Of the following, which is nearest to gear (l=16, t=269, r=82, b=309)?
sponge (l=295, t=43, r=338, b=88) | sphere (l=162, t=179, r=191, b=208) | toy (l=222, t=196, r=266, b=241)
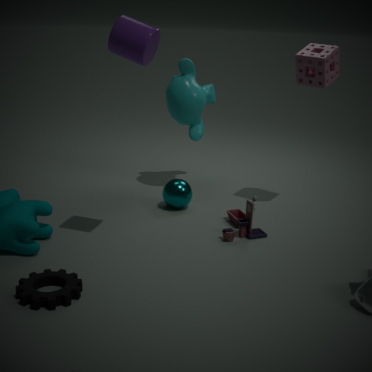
toy (l=222, t=196, r=266, b=241)
